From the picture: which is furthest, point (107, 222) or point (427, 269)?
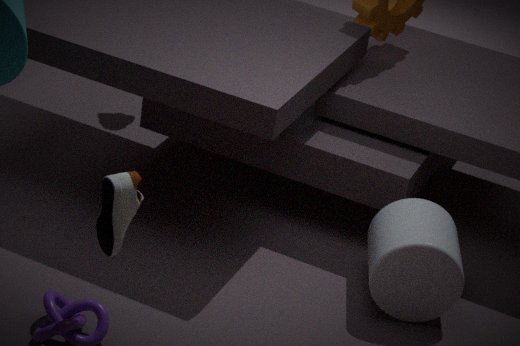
point (427, 269)
